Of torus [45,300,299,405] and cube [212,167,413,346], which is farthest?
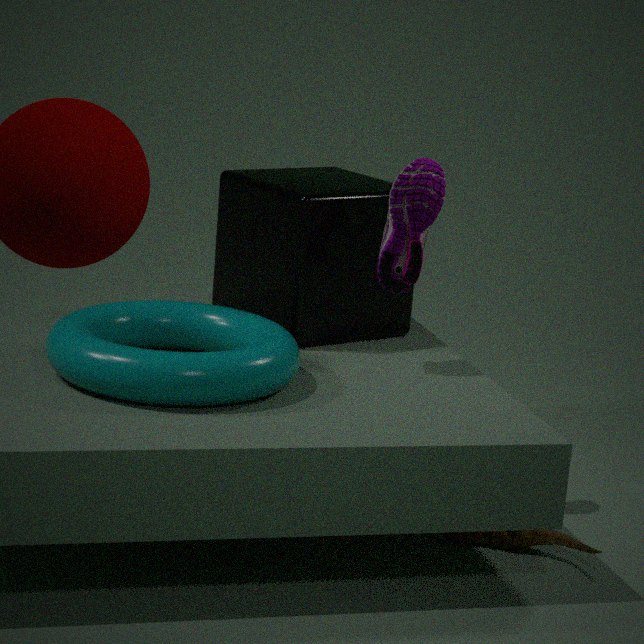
cube [212,167,413,346]
